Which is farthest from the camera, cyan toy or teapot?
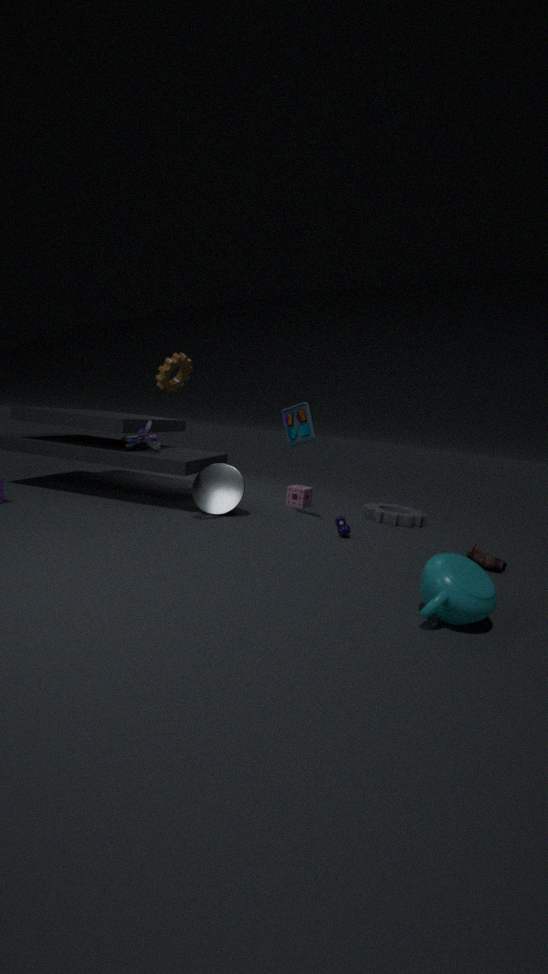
cyan toy
